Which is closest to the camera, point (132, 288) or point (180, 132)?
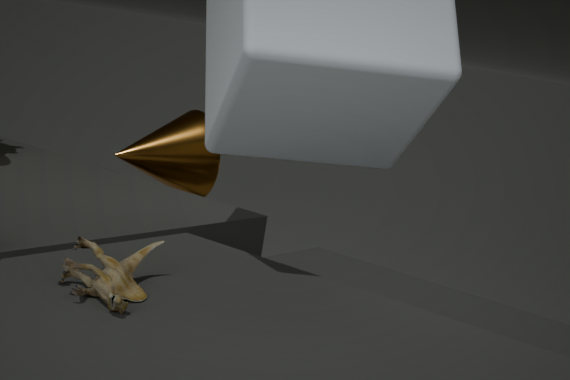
point (132, 288)
